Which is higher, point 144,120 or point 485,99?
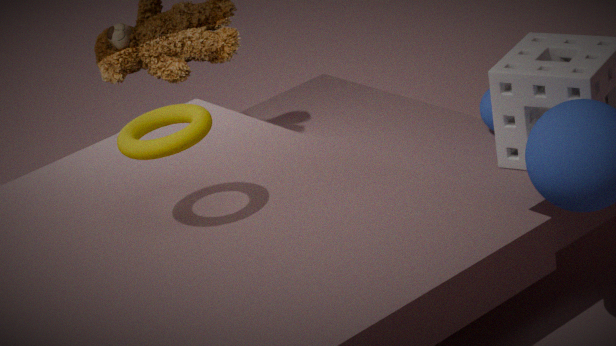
point 144,120
